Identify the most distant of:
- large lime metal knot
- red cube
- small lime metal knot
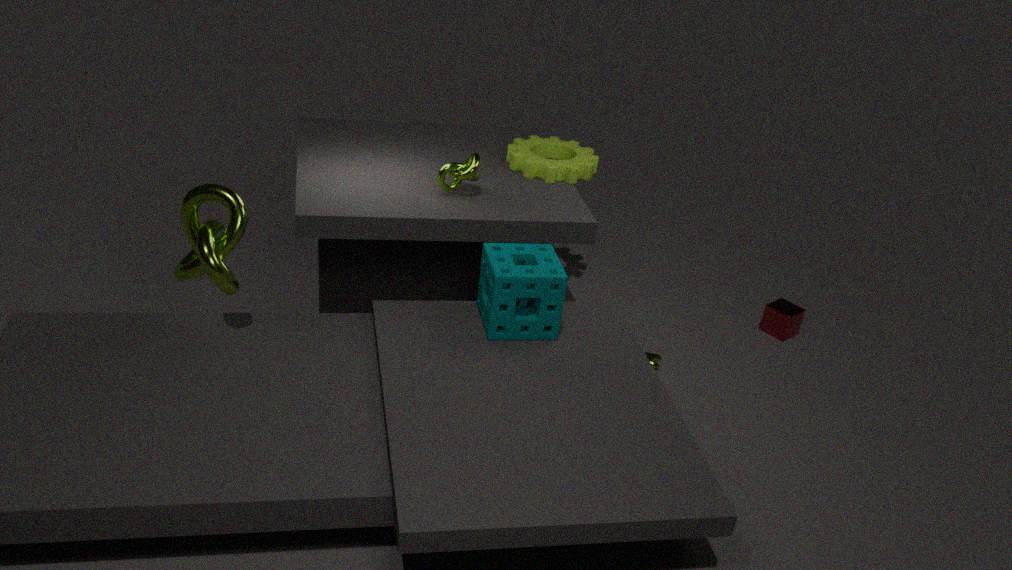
red cube
